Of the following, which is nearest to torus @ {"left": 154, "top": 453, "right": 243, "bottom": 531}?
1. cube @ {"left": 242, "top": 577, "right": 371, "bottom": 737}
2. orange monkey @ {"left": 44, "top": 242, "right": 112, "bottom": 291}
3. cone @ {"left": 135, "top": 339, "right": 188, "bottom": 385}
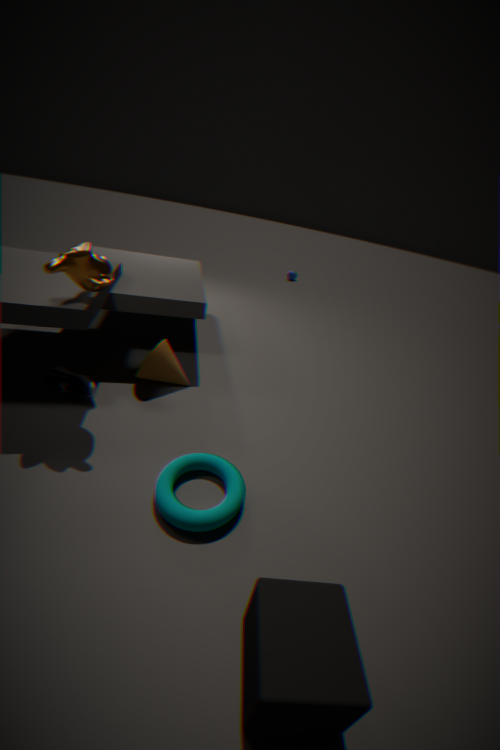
cube @ {"left": 242, "top": 577, "right": 371, "bottom": 737}
